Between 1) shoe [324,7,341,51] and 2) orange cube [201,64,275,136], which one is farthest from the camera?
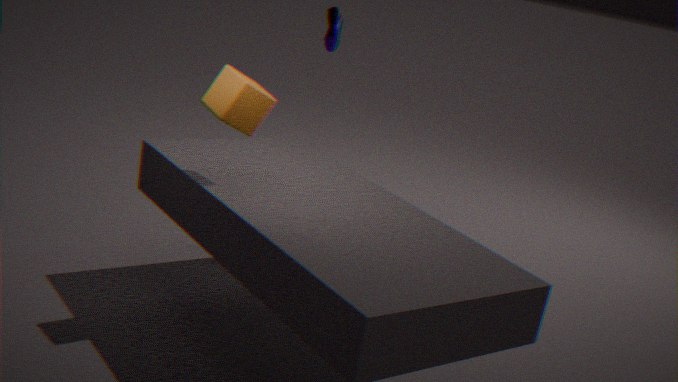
1. shoe [324,7,341,51]
